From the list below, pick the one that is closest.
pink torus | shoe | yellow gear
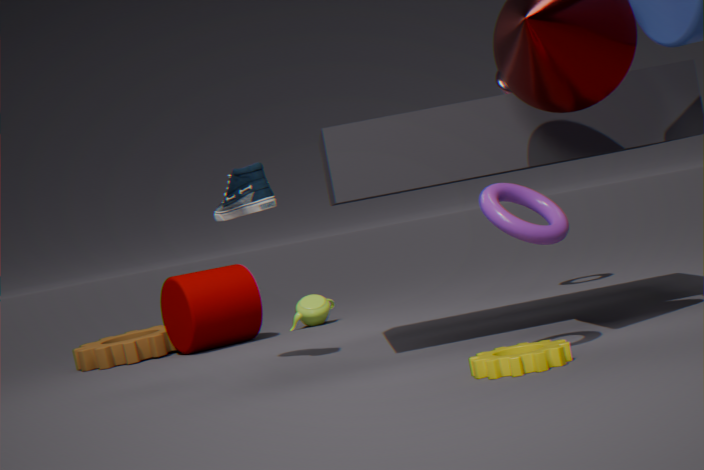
yellow gear
